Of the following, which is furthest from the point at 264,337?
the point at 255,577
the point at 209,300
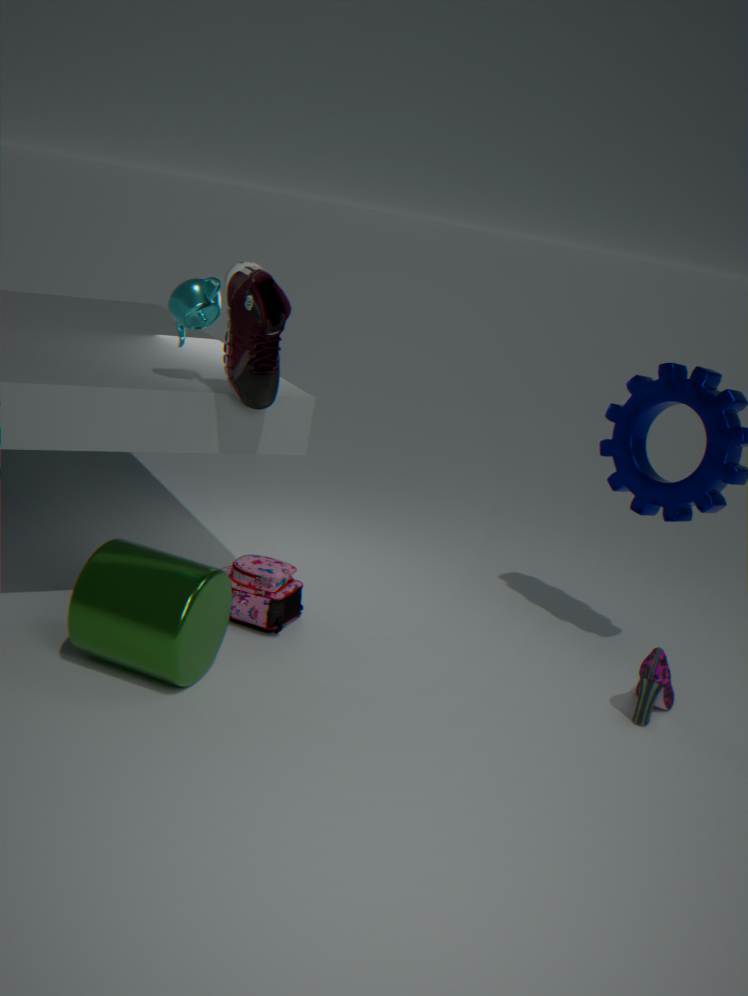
the point at 255,577
